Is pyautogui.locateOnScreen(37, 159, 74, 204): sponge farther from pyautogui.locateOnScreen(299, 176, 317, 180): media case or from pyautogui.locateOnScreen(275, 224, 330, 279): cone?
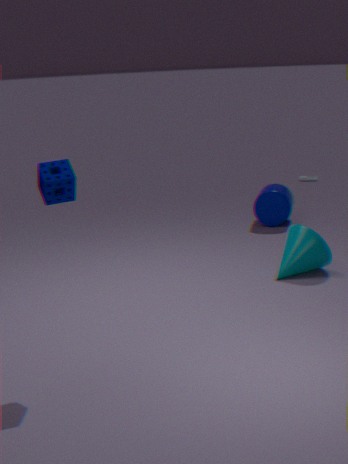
pyautogui.locateOnScreen(299, 176, 317, 180): media case
